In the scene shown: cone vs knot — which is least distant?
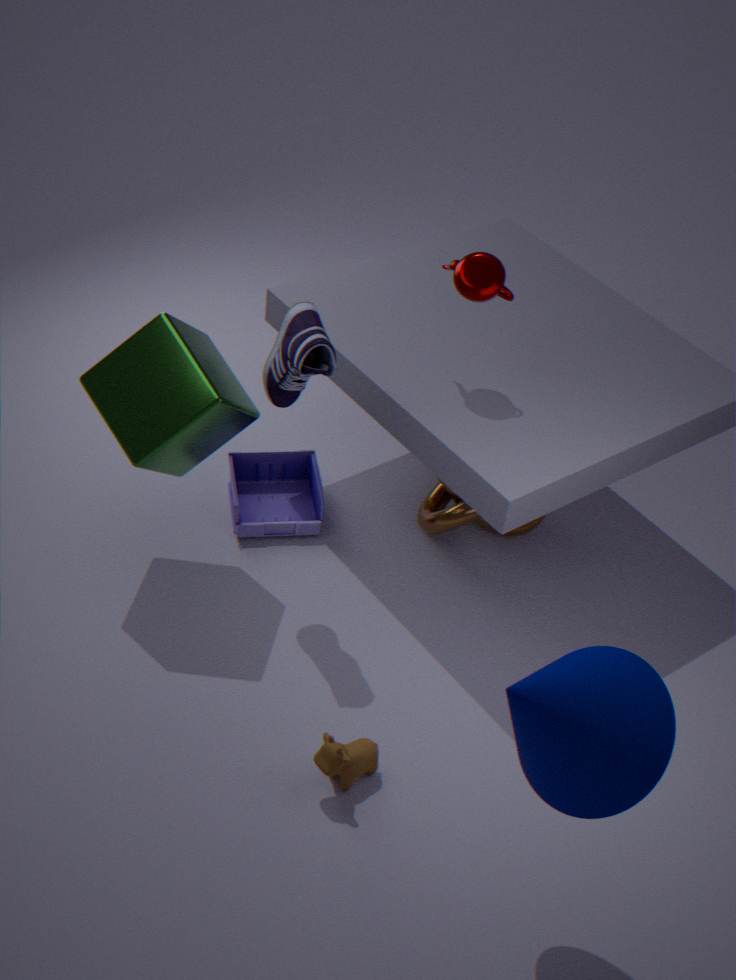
cone
